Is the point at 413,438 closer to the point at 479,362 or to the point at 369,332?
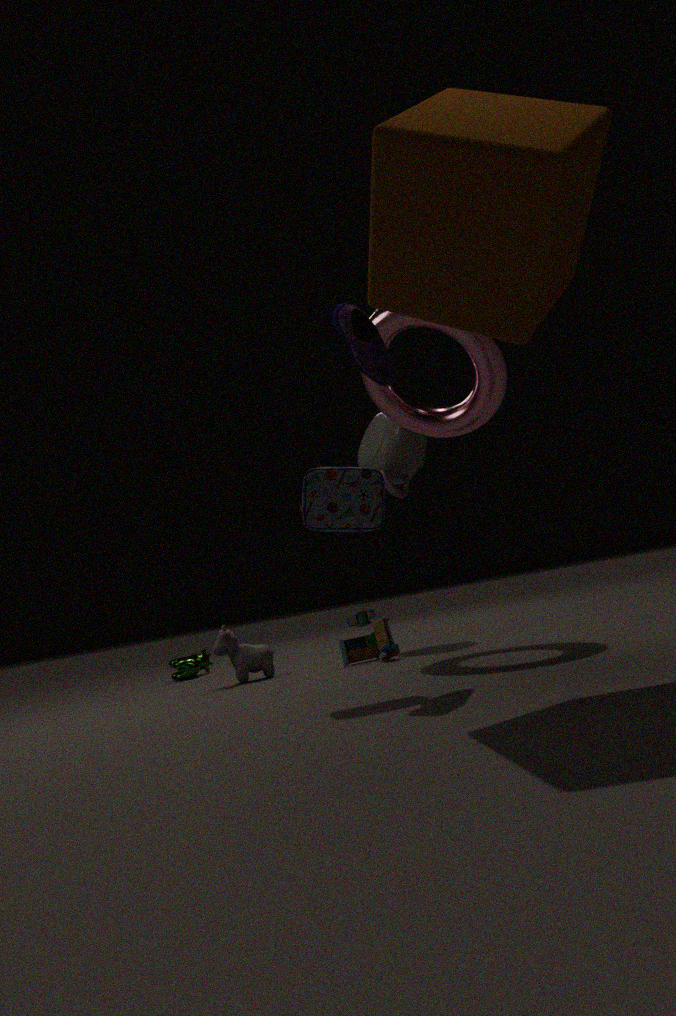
the point at 479,362
